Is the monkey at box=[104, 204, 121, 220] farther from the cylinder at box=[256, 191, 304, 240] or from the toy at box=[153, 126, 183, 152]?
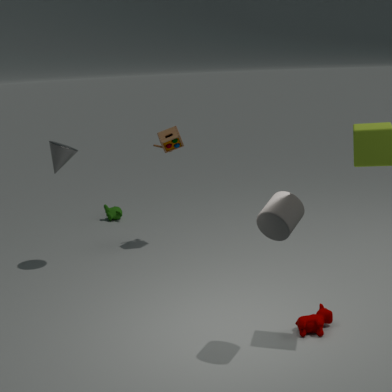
the cylinder at box=[256, 191, 304, 240]
